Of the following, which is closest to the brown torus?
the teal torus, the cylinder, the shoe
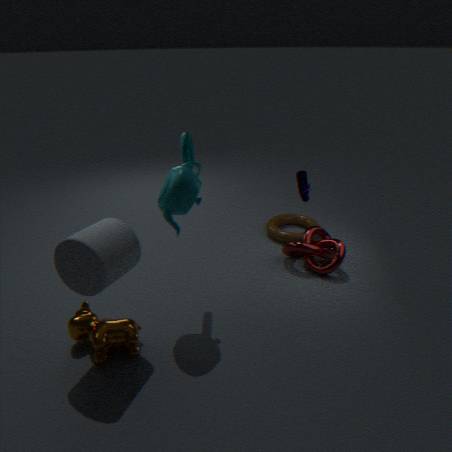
the shoe
